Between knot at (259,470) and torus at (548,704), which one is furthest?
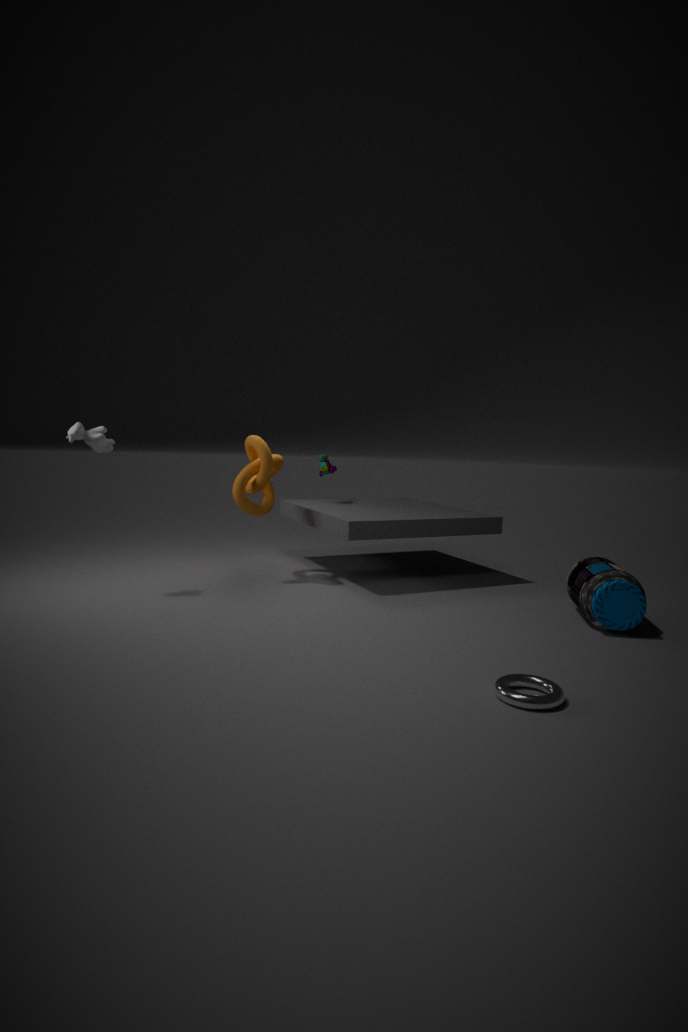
knot at (259,470)
